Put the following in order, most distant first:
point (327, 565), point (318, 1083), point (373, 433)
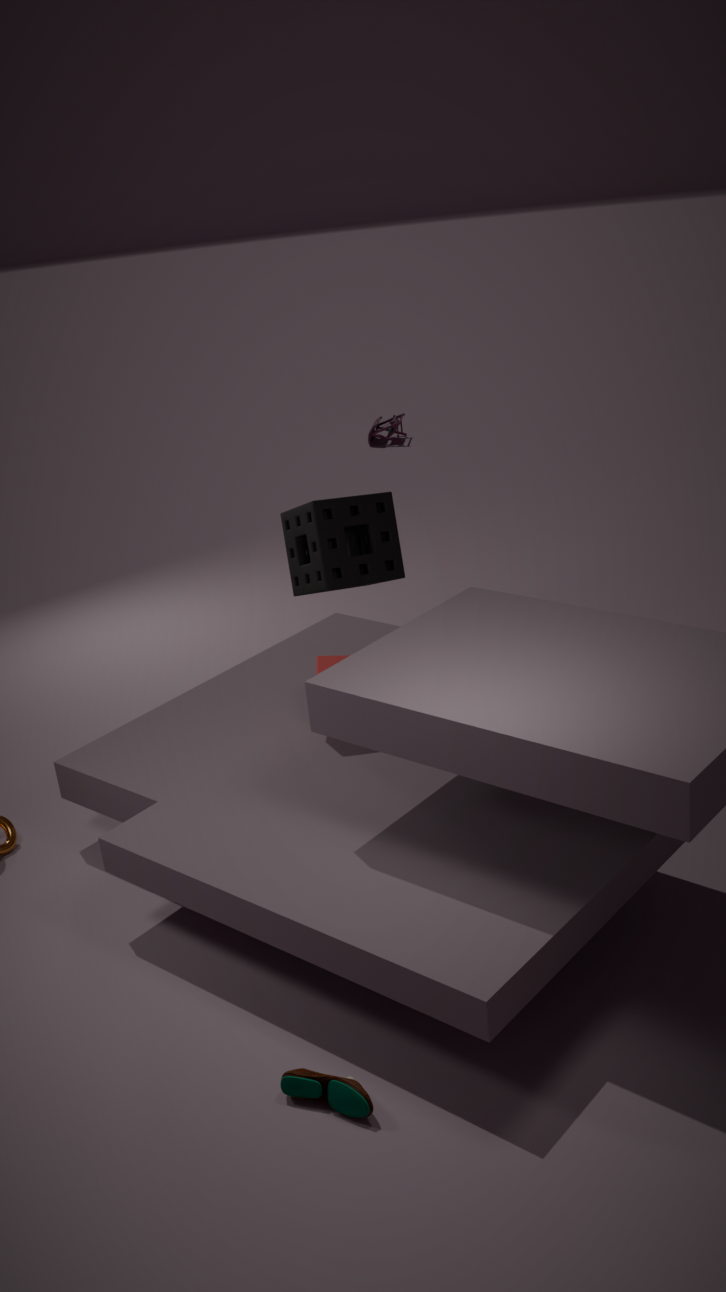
point (373, 433), point (327, 565), point (318, 1083)
